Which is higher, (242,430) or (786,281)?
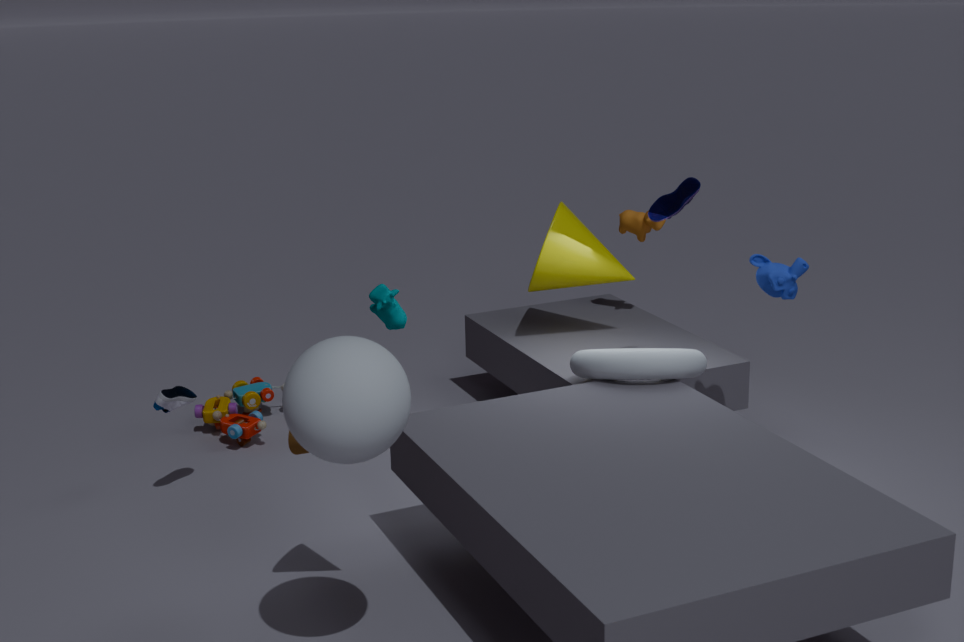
(786,281)
